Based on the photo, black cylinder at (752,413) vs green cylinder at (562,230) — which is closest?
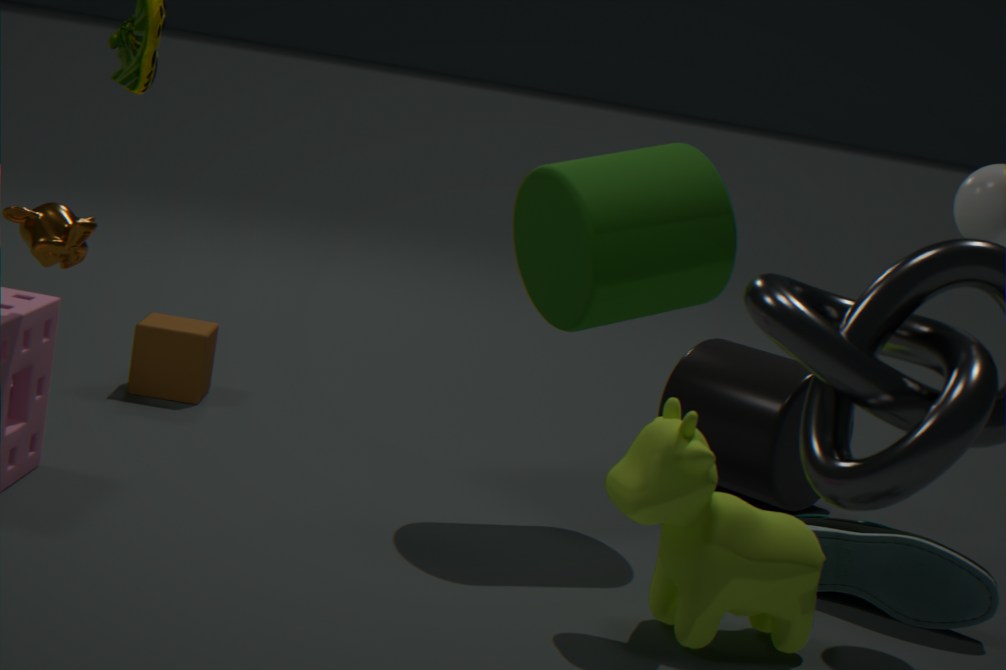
green cylinder at (562,230)
